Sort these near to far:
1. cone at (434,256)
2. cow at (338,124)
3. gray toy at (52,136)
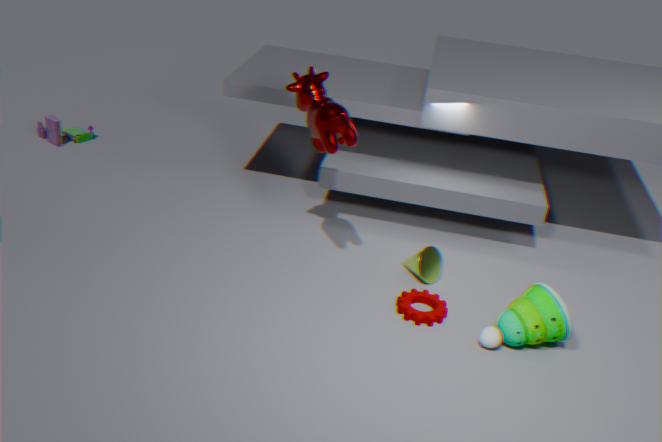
cow at (338,124), cone at (434,256), gray toy at (52,136)
